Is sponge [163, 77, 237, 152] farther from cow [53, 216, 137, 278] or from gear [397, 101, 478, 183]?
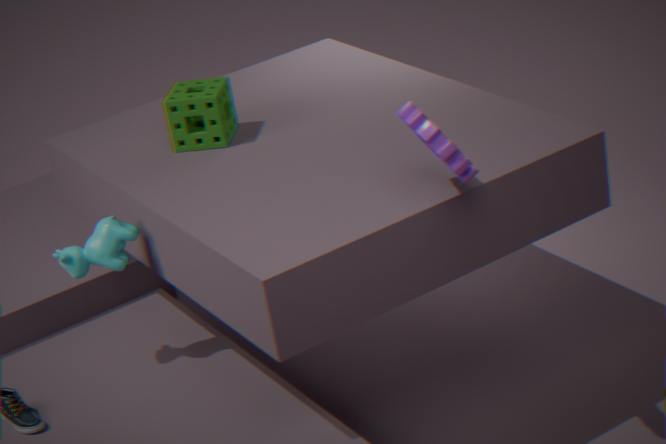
gear [397, 101, 478, 183]
